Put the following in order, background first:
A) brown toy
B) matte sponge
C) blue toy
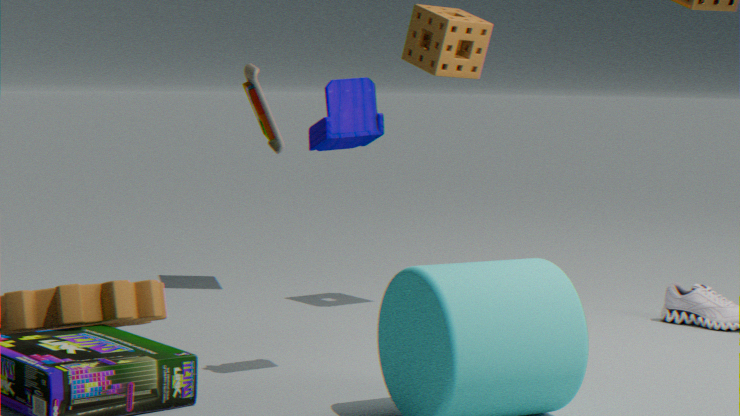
brown toy
matte sponge
blue toy
